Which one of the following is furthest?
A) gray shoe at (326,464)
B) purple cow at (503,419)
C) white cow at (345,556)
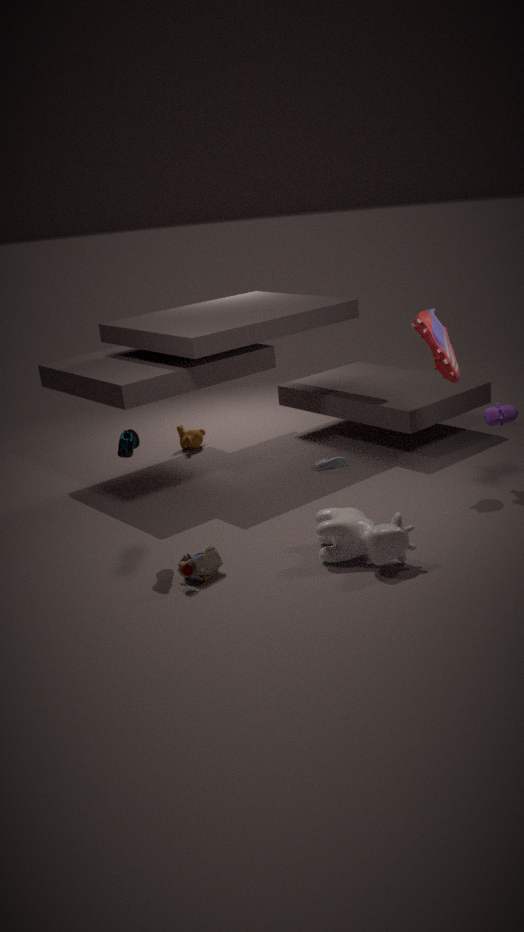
gray shoe at (326,464)
